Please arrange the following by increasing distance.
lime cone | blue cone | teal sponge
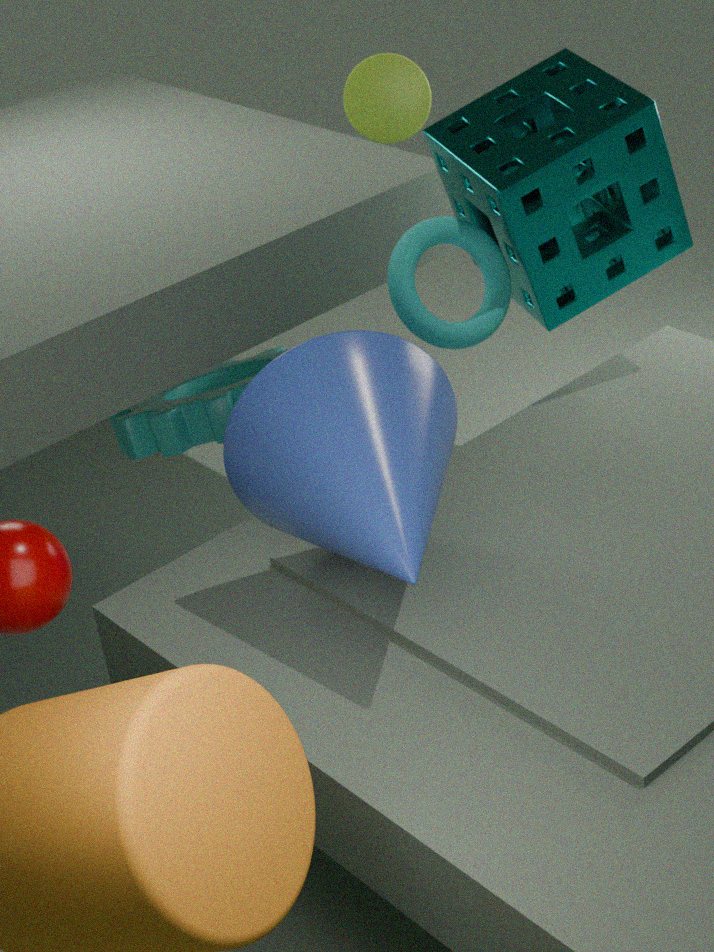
blue cone < teal sponge < lime cone
